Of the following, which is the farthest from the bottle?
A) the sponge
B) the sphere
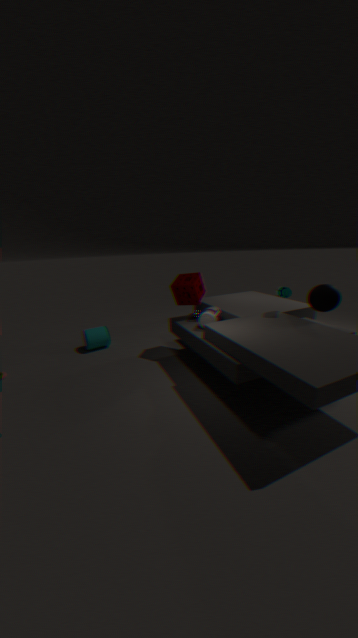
the sphere
